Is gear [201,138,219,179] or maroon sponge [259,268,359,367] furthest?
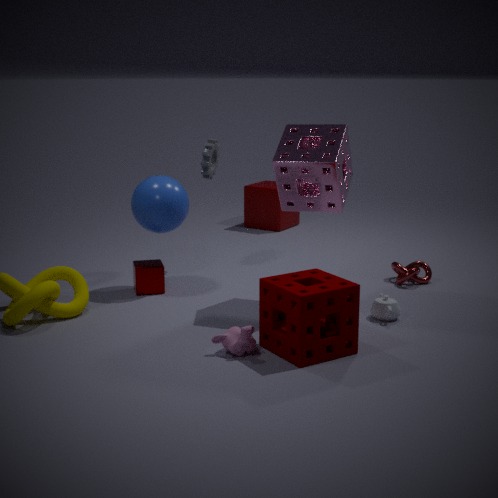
gear [201,138,219,179]
